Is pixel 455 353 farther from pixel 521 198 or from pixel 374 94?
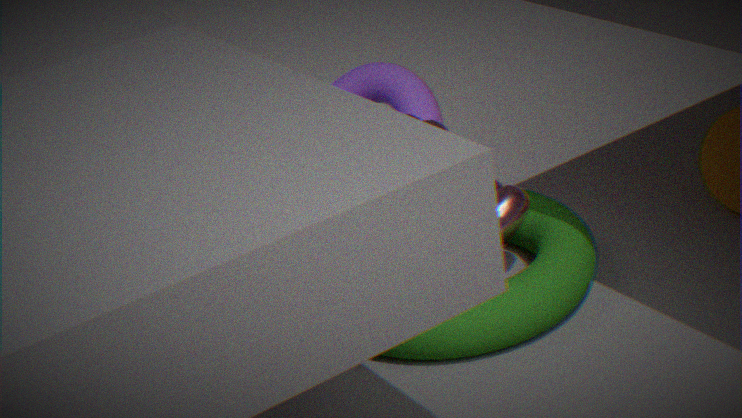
pixel 374 94
